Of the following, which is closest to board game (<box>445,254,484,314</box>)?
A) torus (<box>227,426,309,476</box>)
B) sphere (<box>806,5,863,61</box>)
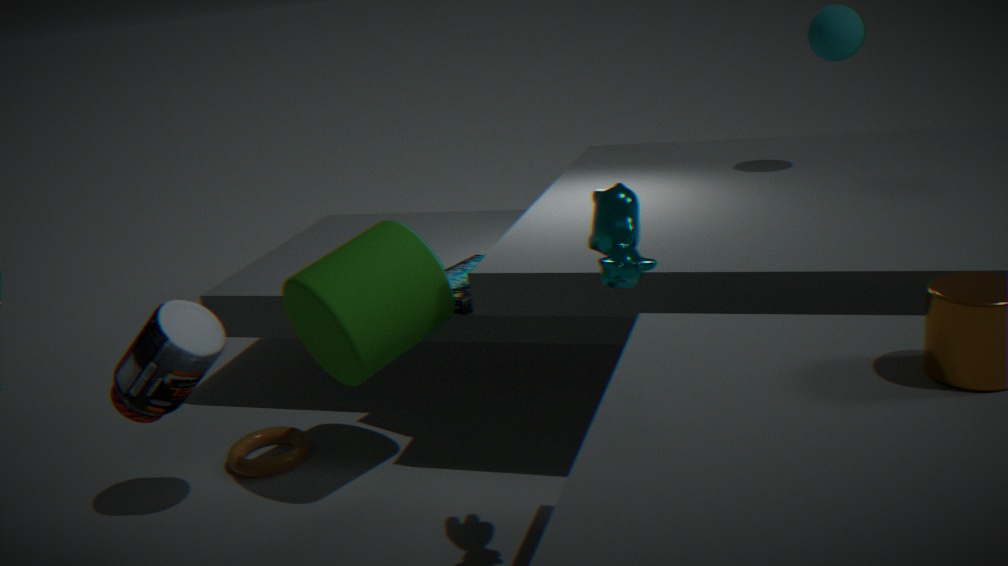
torus (<box>227,426,309,476</box>)
